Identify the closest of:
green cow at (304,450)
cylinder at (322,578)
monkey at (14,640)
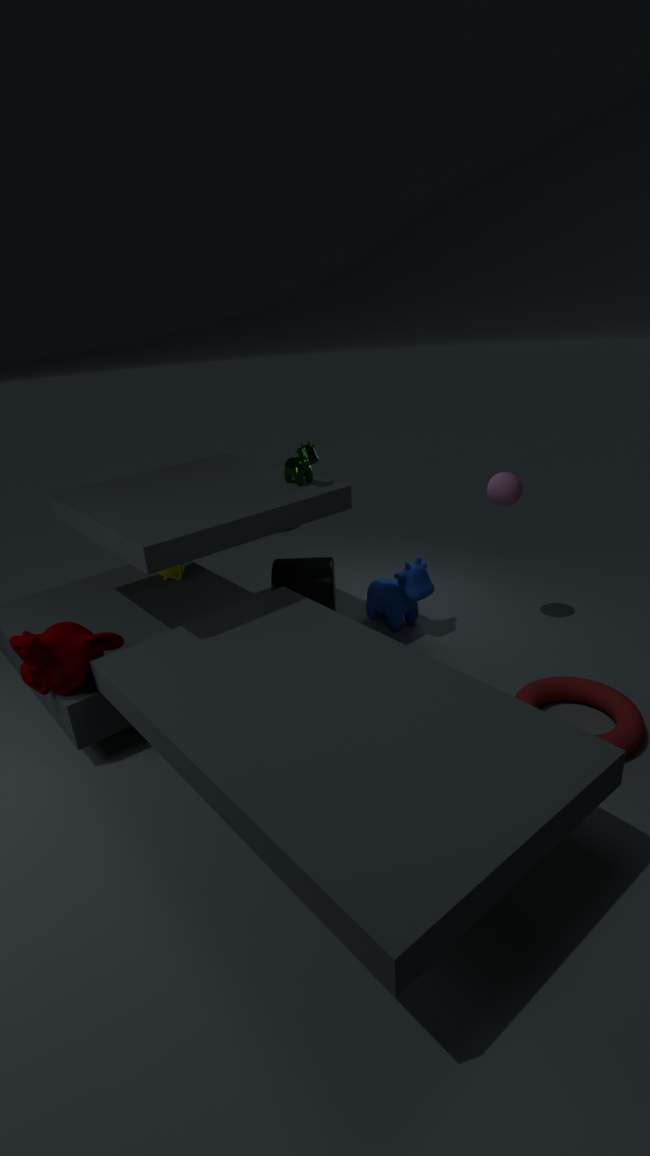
monkey at (14,640)
